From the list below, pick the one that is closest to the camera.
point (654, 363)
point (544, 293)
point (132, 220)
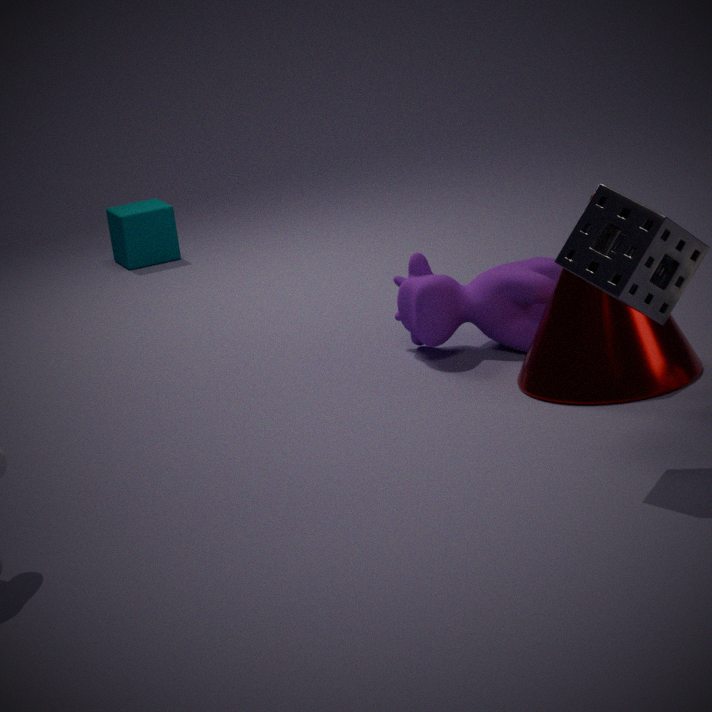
point (654, 363)
